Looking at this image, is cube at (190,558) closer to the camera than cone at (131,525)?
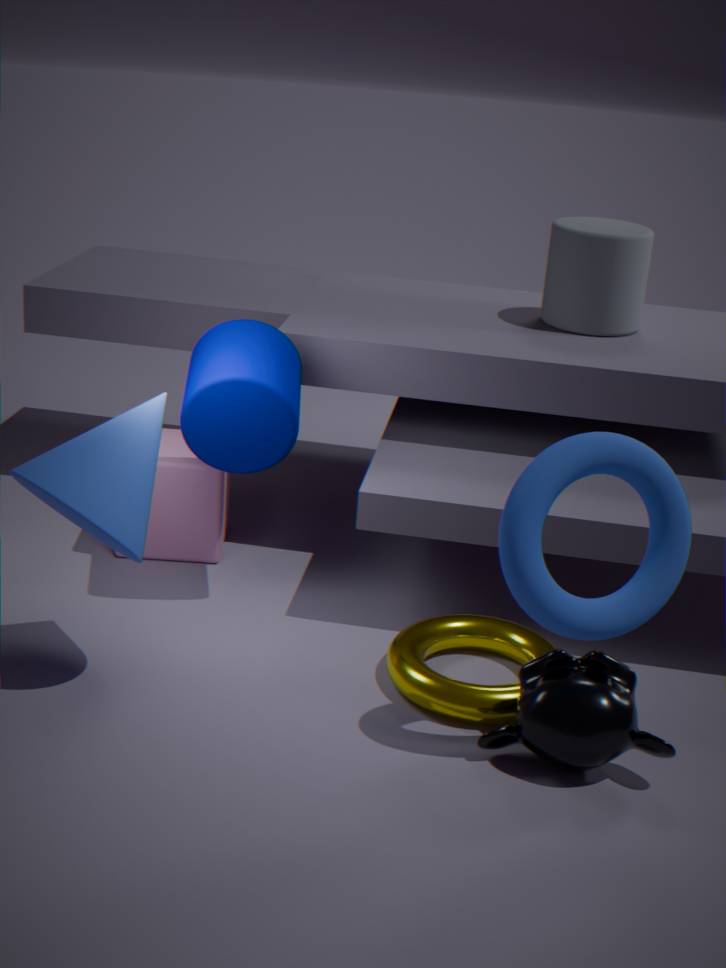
No
